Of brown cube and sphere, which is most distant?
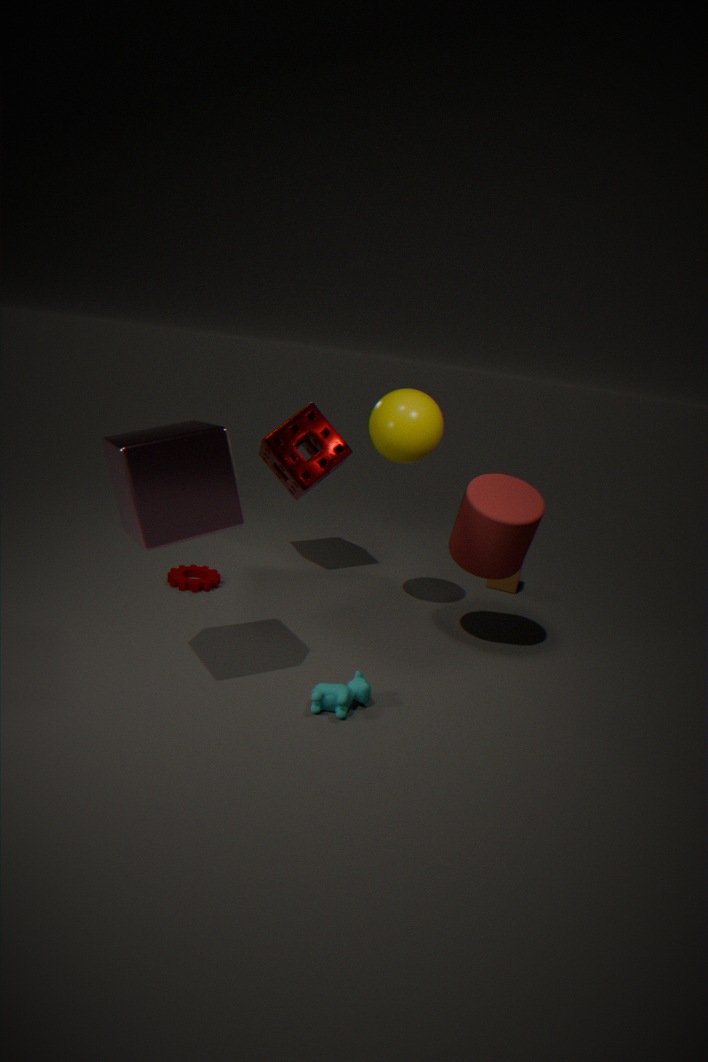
brown cube
